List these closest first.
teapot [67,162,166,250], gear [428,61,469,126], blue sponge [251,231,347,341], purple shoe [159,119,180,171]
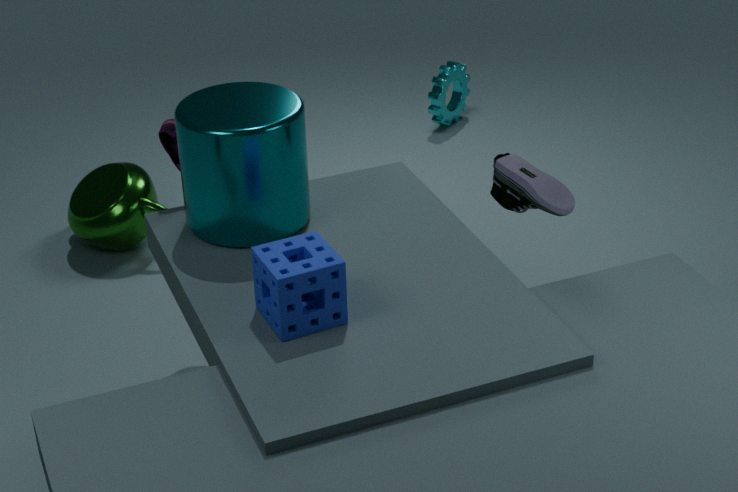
blue sponge [251,231,347,341], purple shoe [159,119,180,171], teapot [67,162,166,250], gear [428,61,469,126]
